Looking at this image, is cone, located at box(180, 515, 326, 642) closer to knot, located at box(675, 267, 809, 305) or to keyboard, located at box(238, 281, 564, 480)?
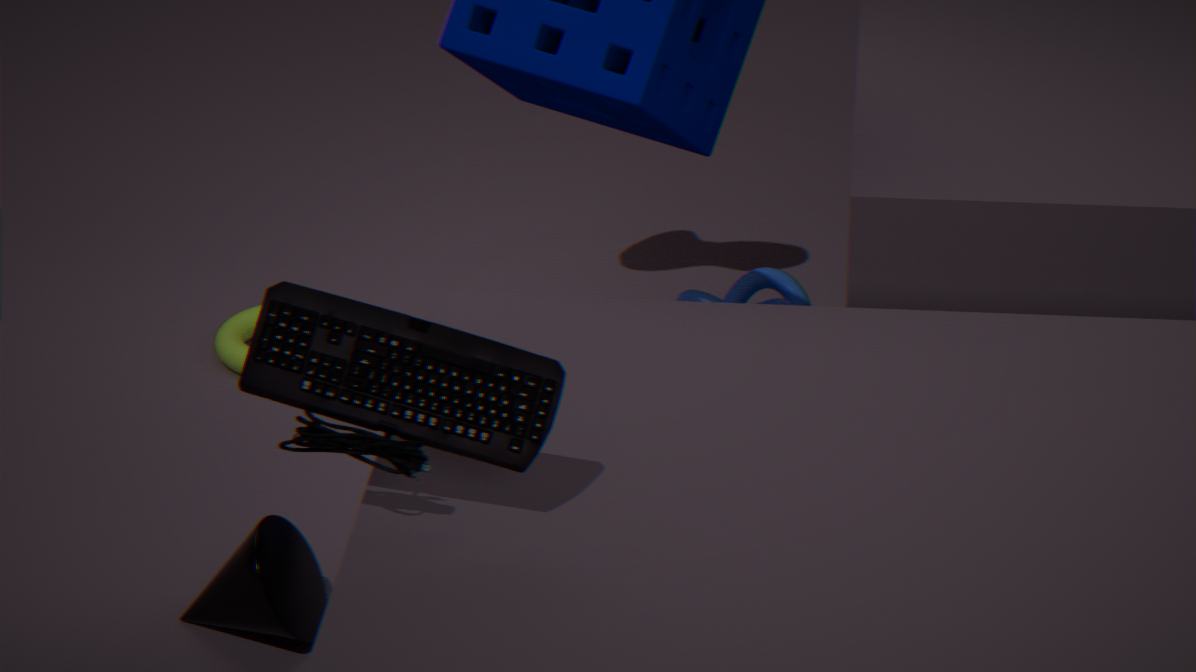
keyboard, located at box(238, 281, 564, 480)
